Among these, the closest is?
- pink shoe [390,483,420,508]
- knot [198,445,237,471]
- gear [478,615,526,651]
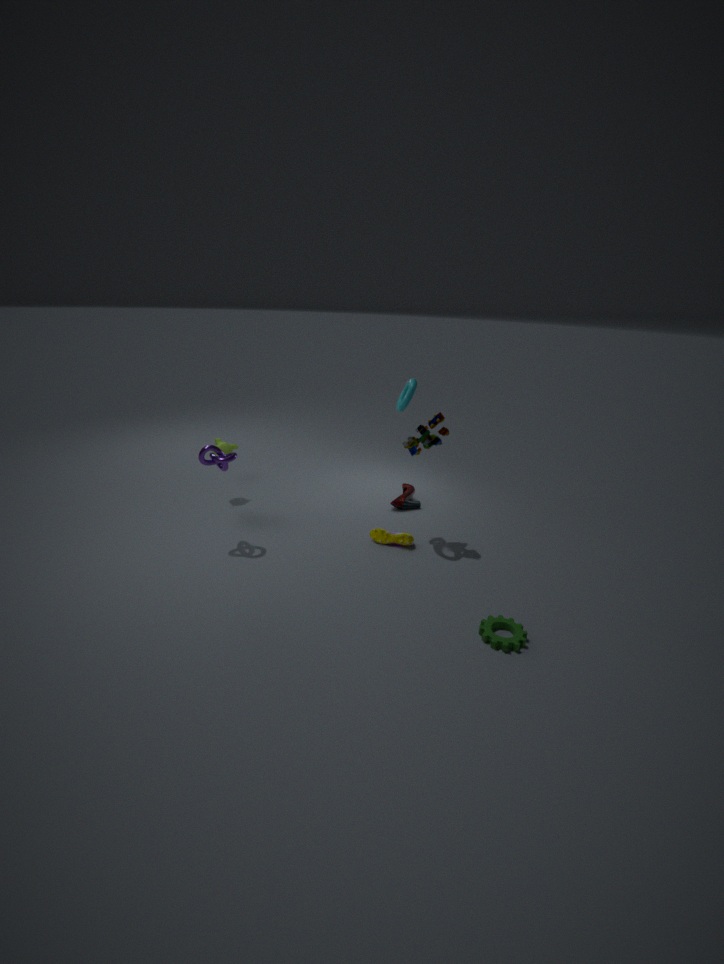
gear [478,615,526,651]
